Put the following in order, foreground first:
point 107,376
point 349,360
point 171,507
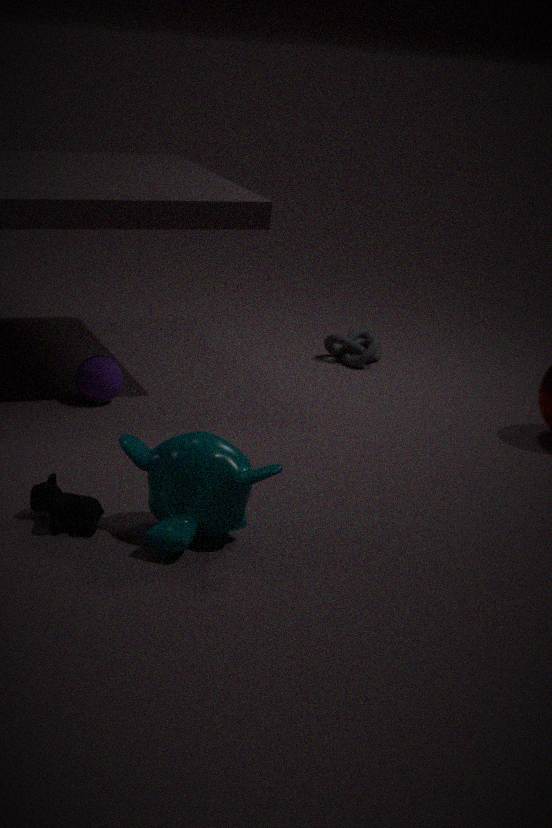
point 171,507, point 107,376, point 349,360
